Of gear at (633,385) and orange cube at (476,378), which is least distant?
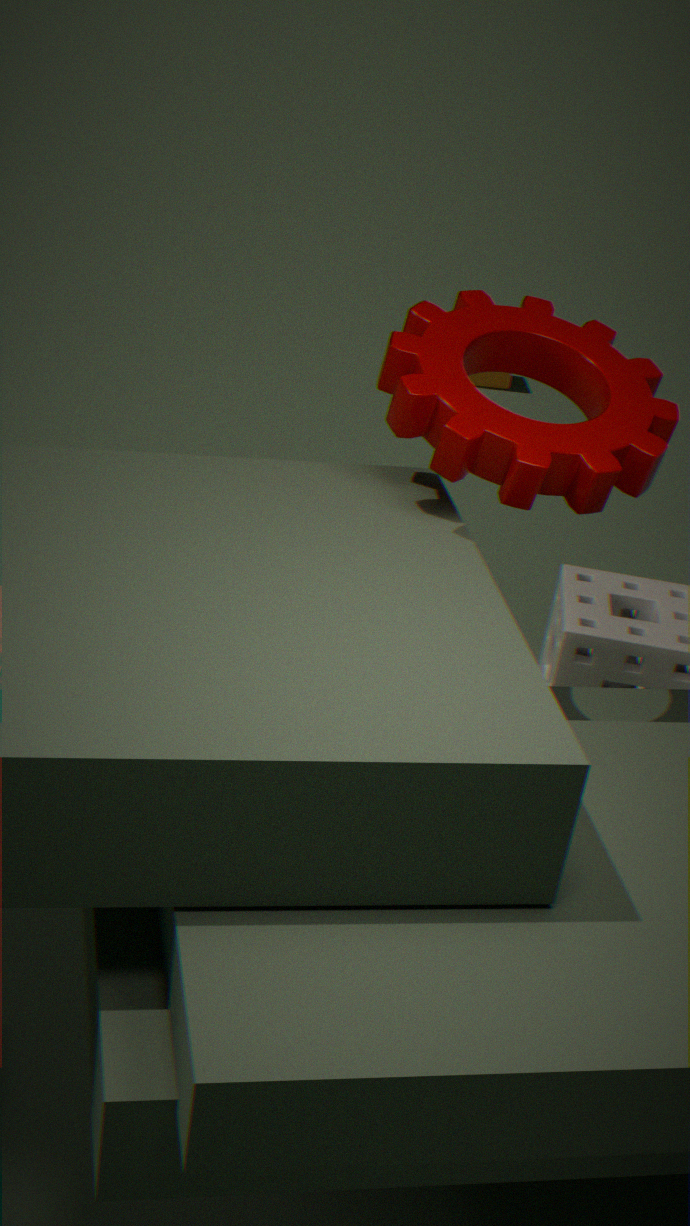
gear at (633,385)
